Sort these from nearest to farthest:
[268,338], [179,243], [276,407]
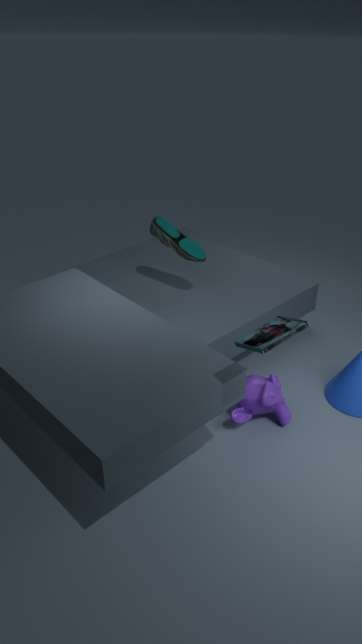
[268,338] → [276,407] → [179,243]
